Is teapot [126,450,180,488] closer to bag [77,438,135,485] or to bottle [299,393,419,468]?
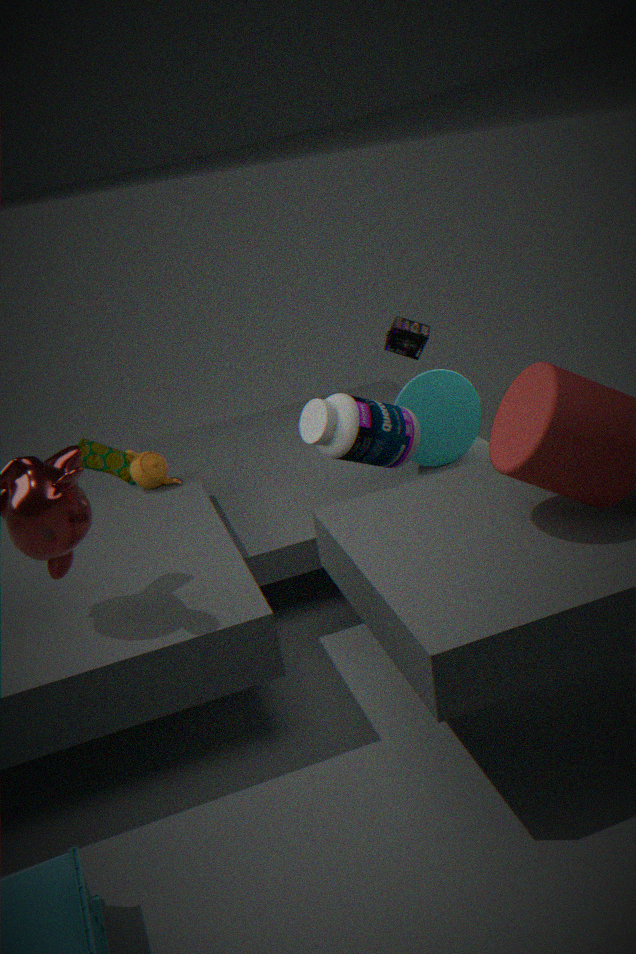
bag [77,438,135,485]
